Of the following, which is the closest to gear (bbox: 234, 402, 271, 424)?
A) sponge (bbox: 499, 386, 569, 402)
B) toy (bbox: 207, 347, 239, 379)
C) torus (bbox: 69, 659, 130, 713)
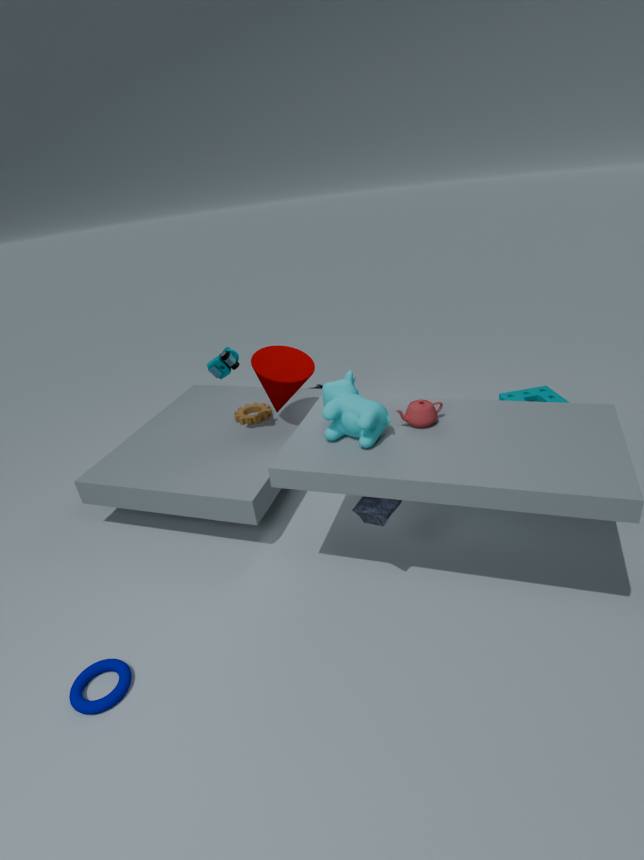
toy (bbox: 207, 347, 239, 379)
